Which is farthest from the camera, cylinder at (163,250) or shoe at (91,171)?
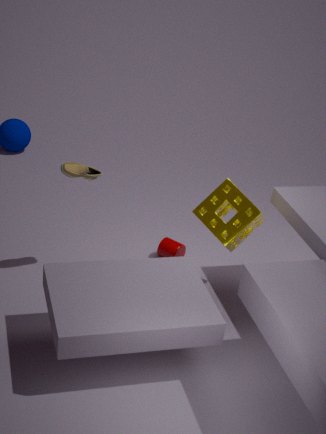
cylinder at (163,250)
